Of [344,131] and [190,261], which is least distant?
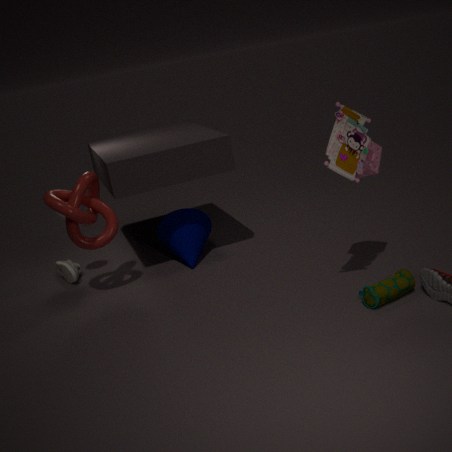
[344,131]
